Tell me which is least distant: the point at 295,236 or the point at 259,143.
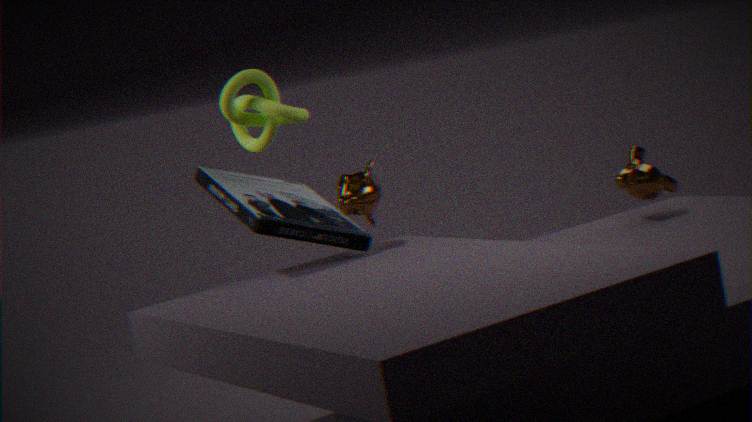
the point at 295,236
